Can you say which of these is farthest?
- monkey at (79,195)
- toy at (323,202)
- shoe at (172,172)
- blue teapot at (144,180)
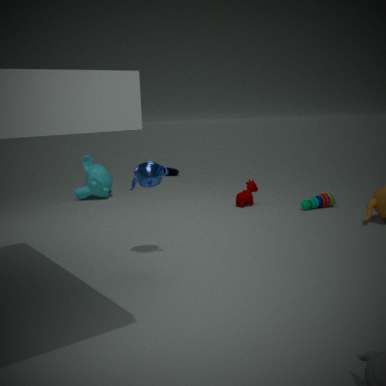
shoe at (172,172)
